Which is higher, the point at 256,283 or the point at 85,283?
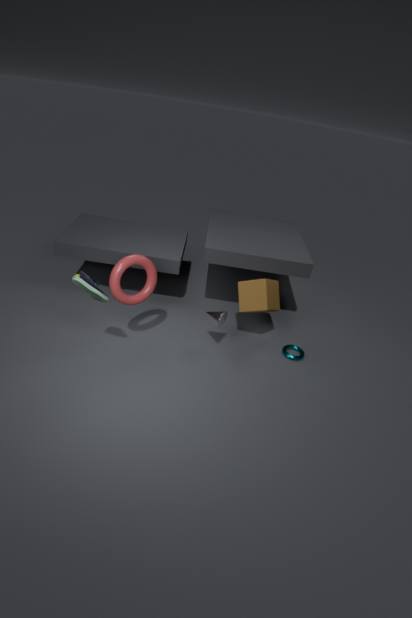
the point at 85,283
